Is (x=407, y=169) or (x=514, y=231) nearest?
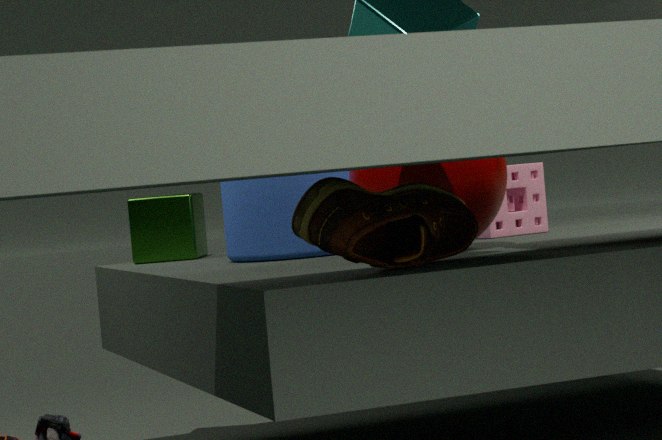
(x=407, y=169)
